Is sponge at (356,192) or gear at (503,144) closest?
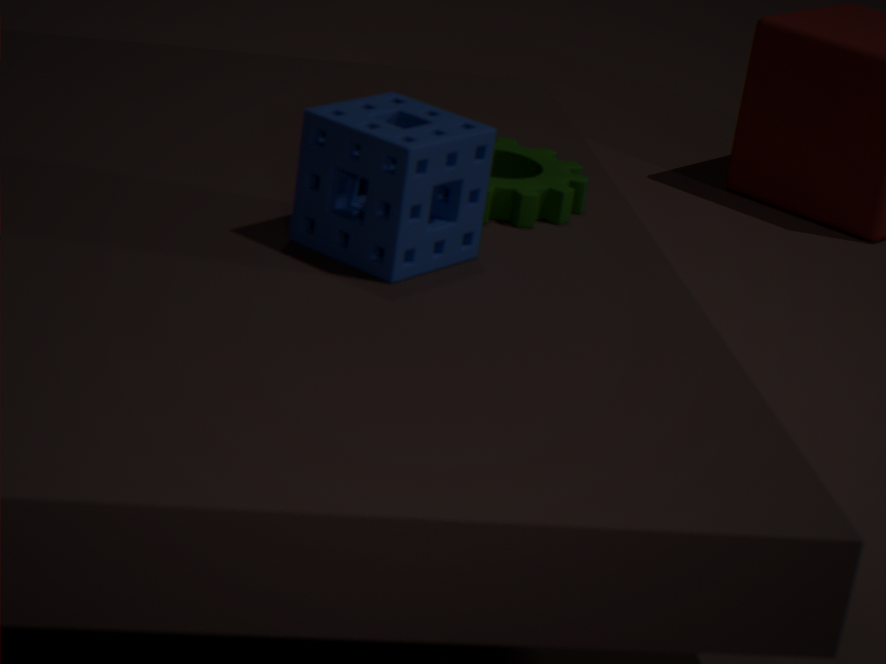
sponge at (356,192)
